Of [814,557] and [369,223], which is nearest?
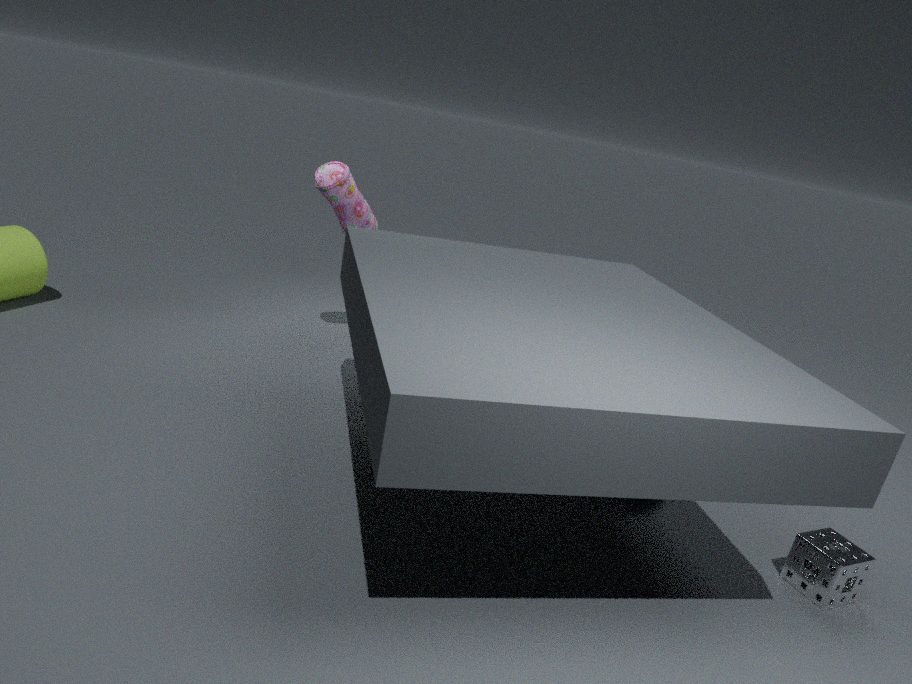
[814,557]
